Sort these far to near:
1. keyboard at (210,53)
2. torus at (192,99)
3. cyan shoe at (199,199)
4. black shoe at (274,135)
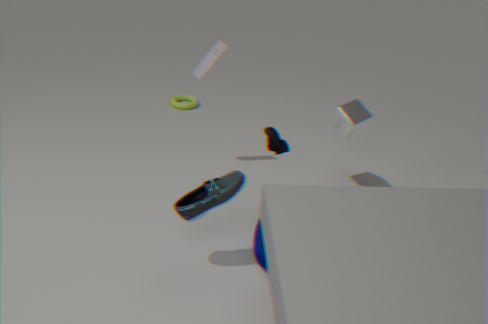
1. torus at (192,99)
2. keyboard at (210,53)
3. black shoe at (274,135)
4. cyan shoe at (199,199)
